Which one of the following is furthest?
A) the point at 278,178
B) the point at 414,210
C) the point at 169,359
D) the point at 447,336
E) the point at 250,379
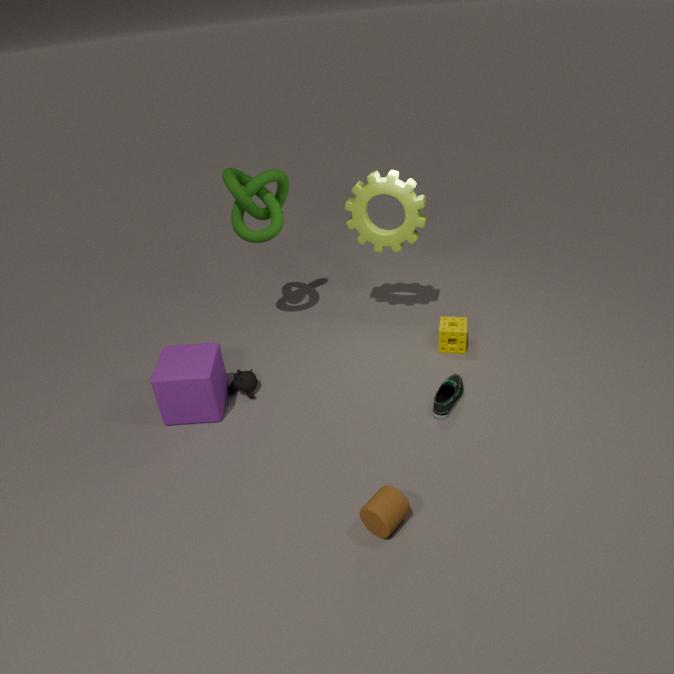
the point at 278,178
